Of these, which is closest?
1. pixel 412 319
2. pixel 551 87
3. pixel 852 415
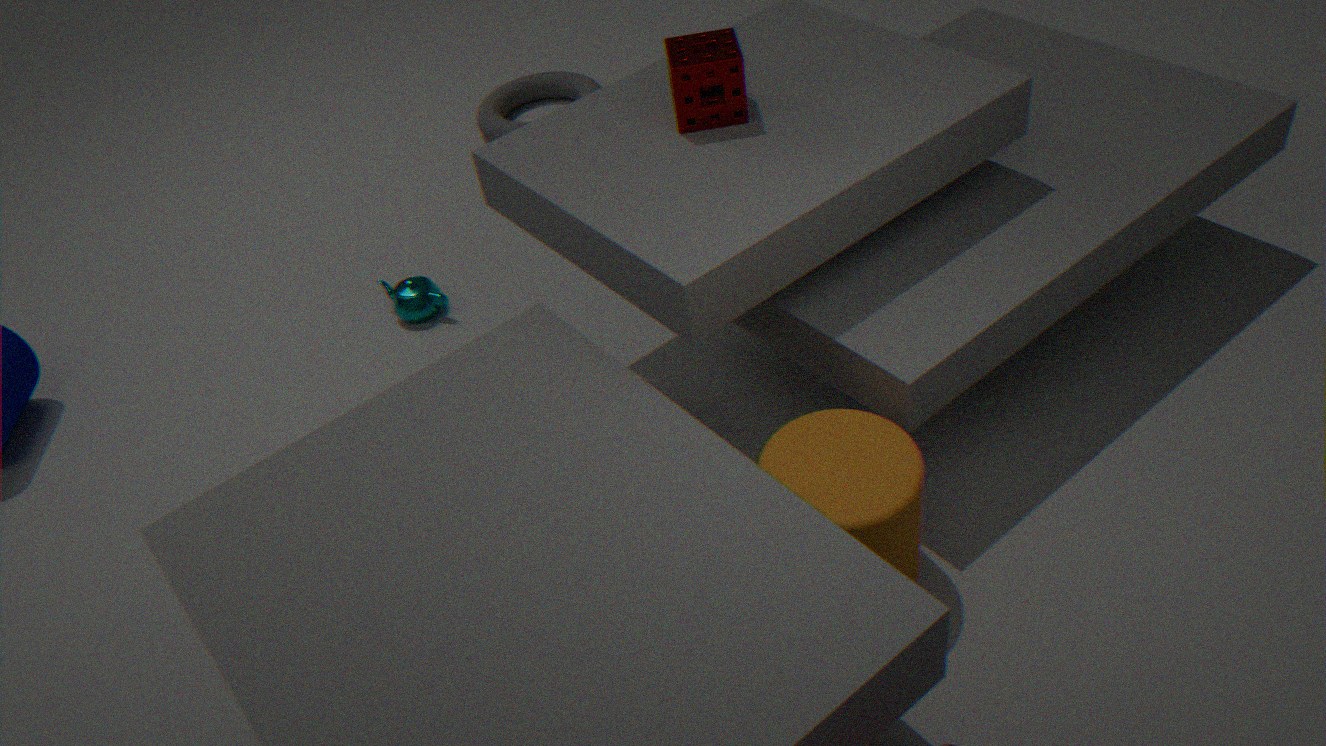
pixel 852 415
